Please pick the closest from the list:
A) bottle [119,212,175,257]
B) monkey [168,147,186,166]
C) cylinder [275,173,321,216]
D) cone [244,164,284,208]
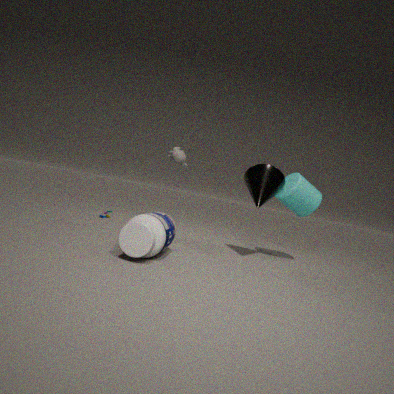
bottle [119,212,175,257]
